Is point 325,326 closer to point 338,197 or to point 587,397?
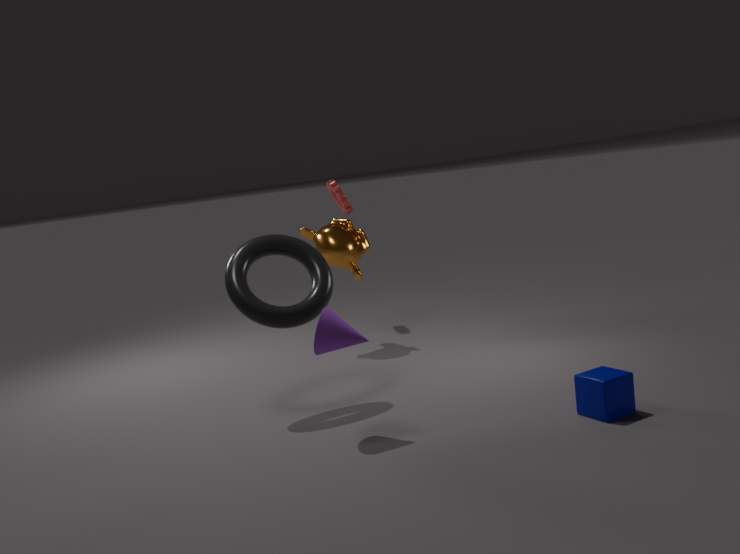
point 587,397
